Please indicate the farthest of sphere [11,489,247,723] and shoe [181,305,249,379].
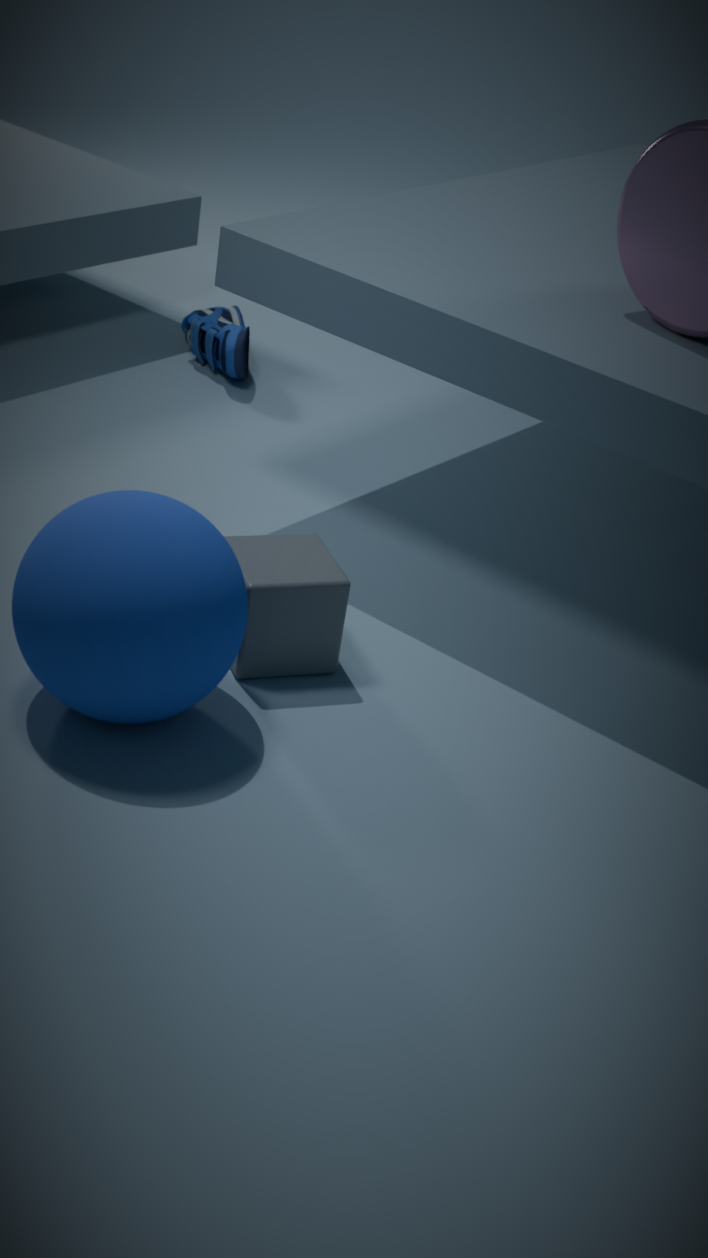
shoe [181,305,249,379]
